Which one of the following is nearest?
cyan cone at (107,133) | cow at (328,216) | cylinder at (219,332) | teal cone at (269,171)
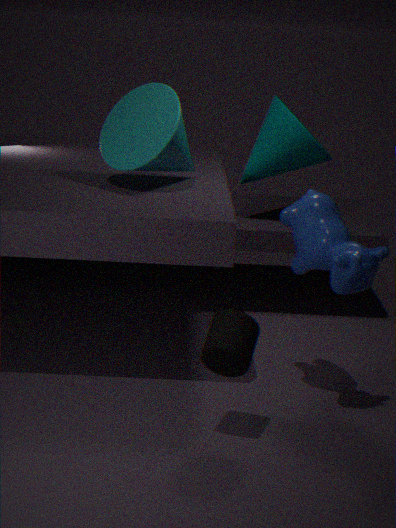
cylinder at (219,332)
